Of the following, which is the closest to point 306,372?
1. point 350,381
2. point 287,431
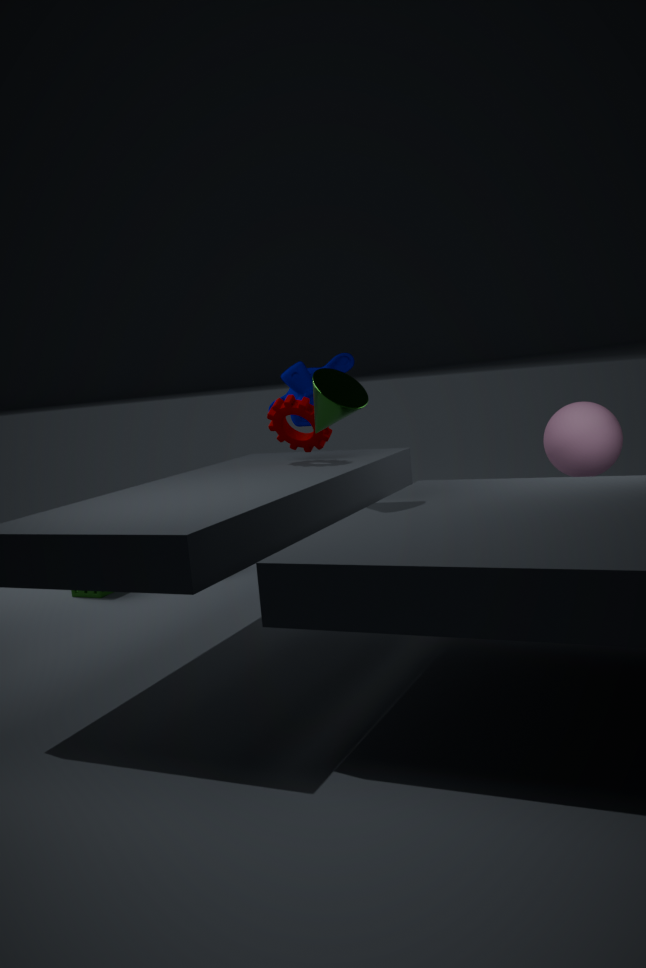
point 287,431
